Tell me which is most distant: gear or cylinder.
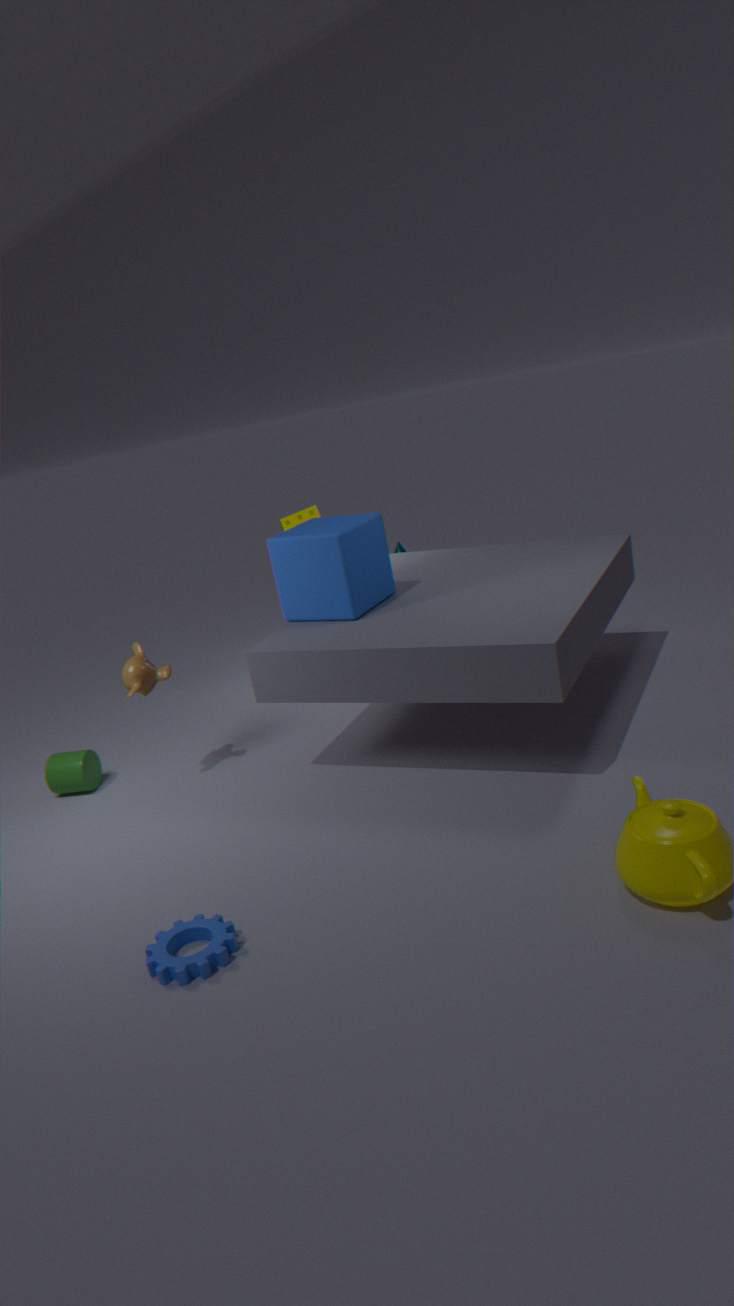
cylinder
